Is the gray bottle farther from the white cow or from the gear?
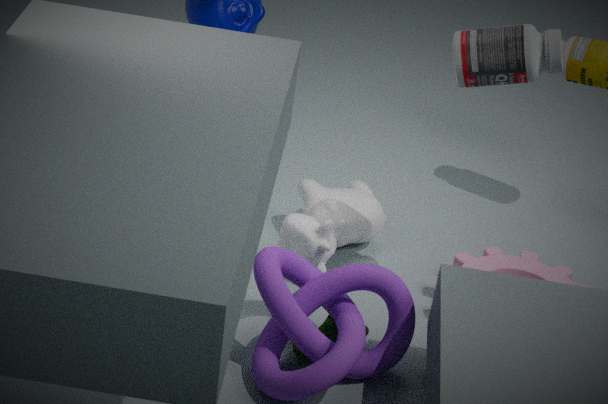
the gear
